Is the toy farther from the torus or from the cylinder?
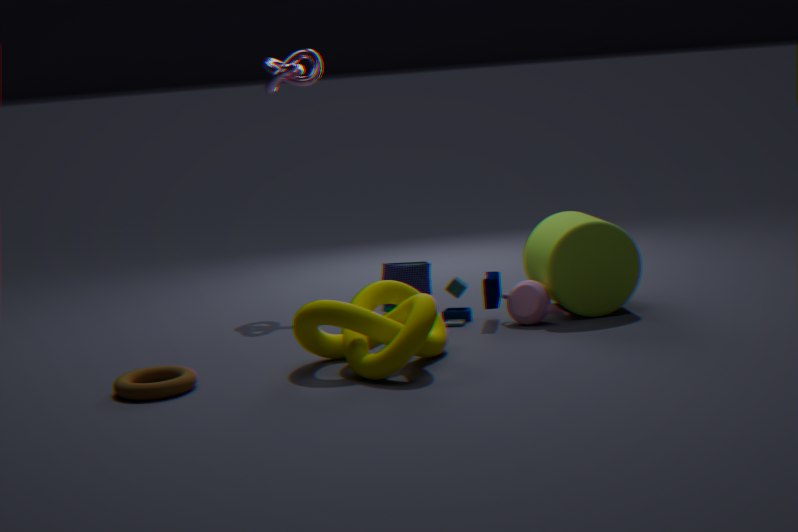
the torus
